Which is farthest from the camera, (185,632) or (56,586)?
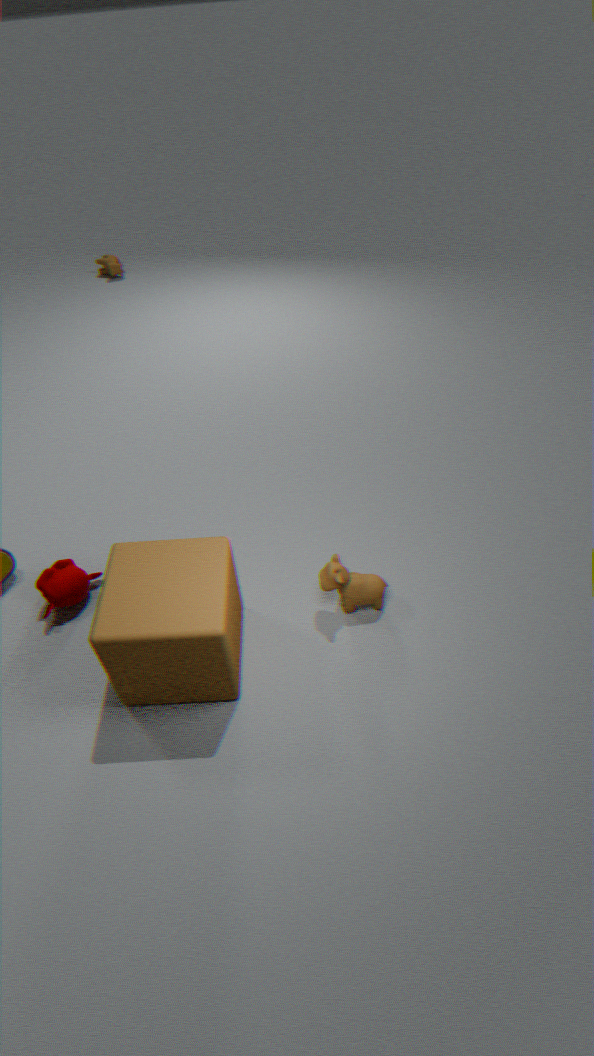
(56,586)
